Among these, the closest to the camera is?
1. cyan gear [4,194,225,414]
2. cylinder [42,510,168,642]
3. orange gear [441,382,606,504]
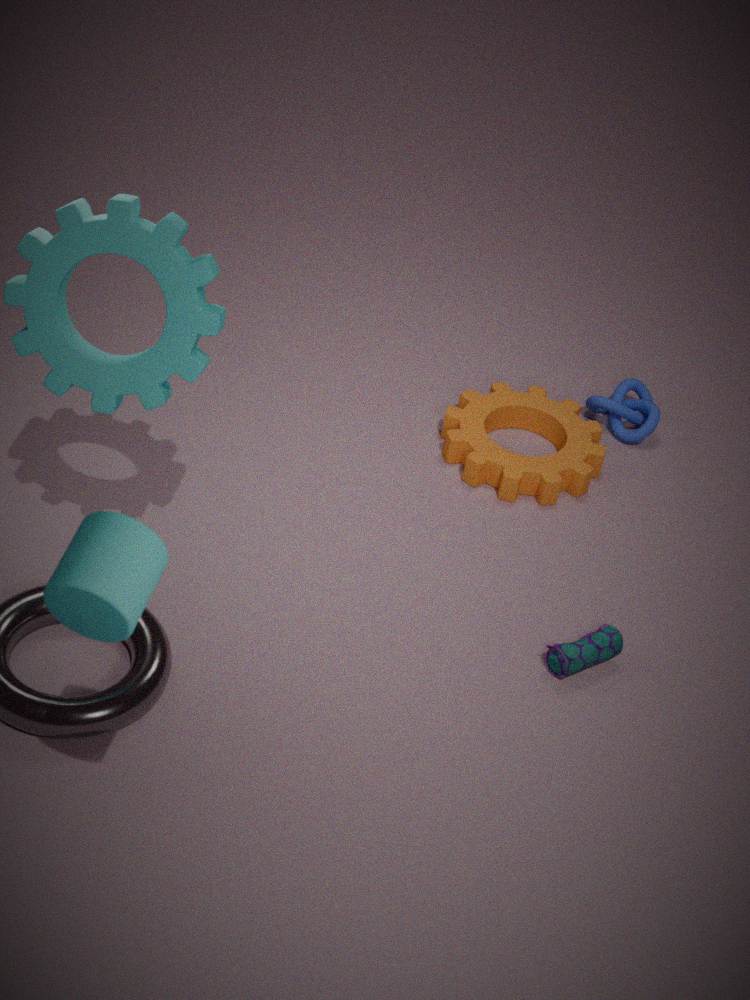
cylinder [42,510,168,642]
